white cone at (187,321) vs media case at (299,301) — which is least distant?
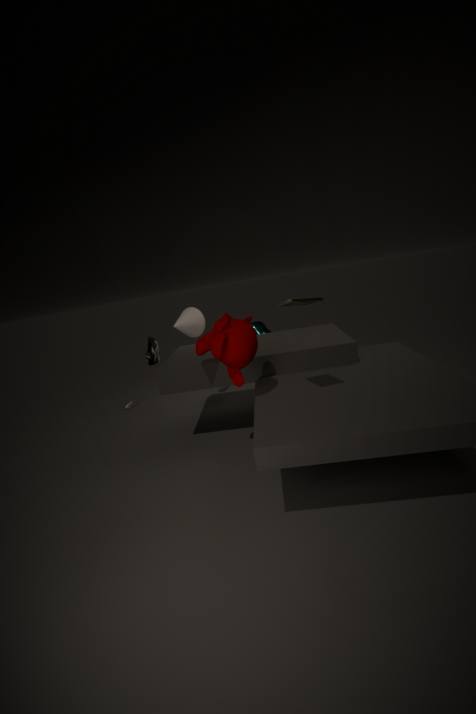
media case at (299,301)
